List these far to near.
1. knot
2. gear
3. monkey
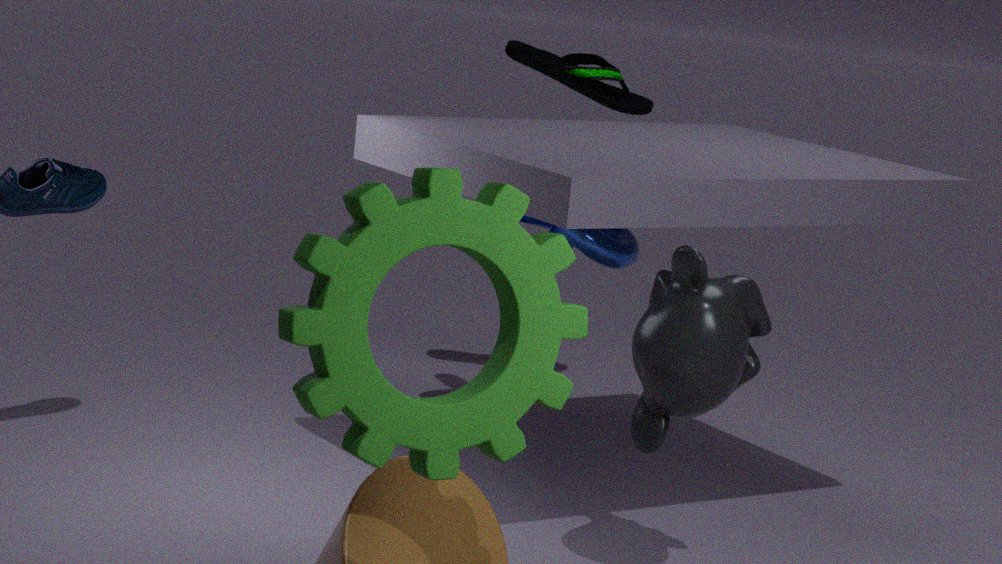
knot
monkey
gear
